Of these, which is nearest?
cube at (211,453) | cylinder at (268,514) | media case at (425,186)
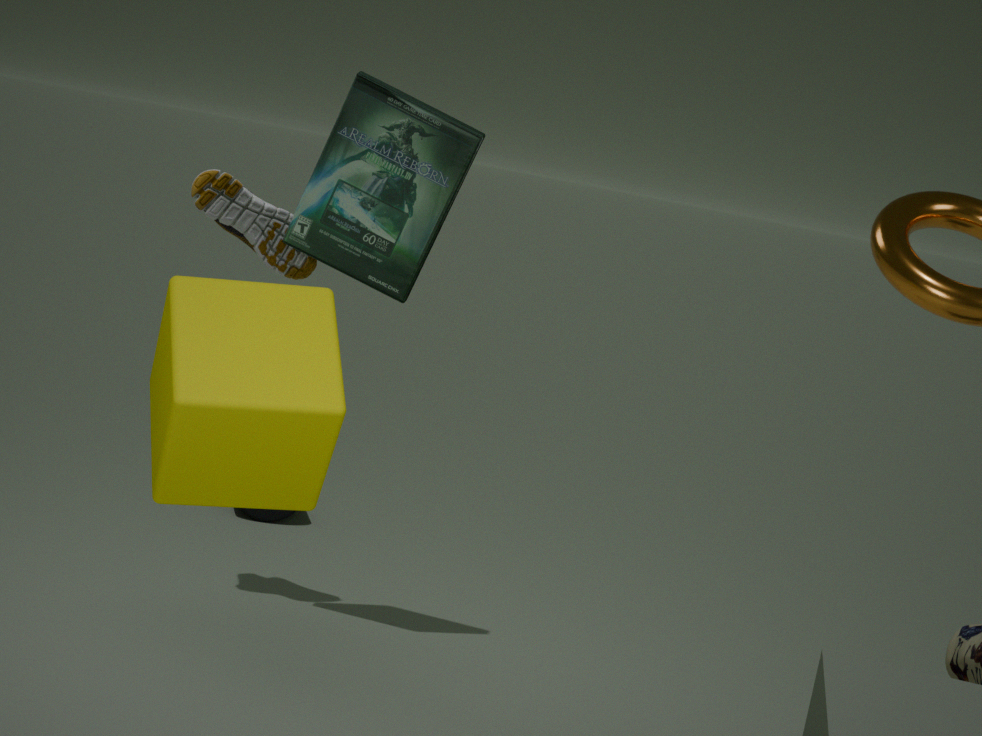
cube at (211,453)
